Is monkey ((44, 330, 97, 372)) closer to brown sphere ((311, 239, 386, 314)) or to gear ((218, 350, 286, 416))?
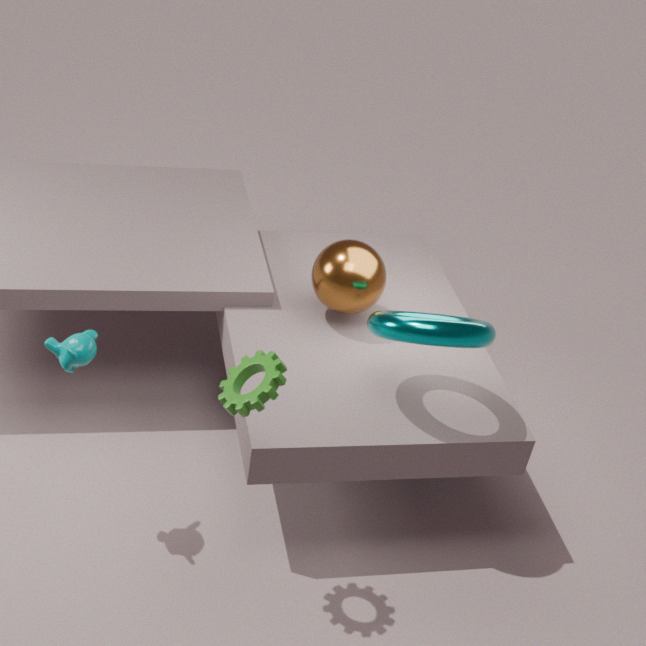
gear ((218, 350, 286, 416))
